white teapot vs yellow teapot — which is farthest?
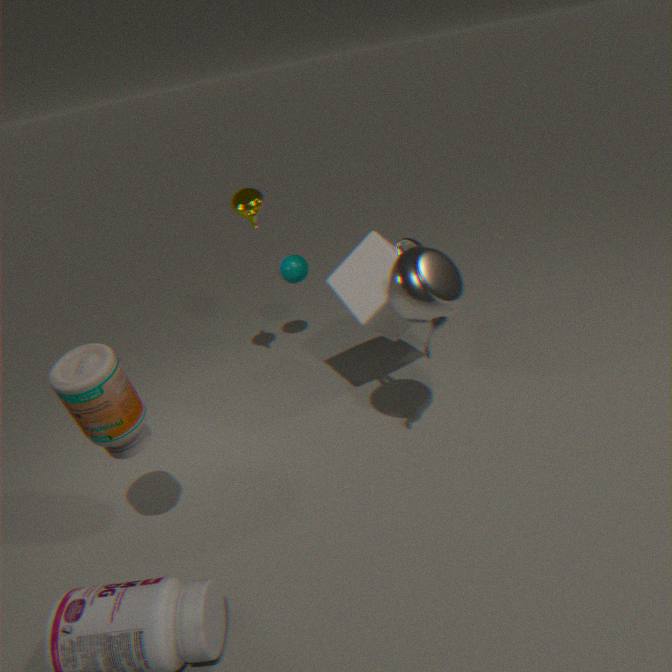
yellow teapot
